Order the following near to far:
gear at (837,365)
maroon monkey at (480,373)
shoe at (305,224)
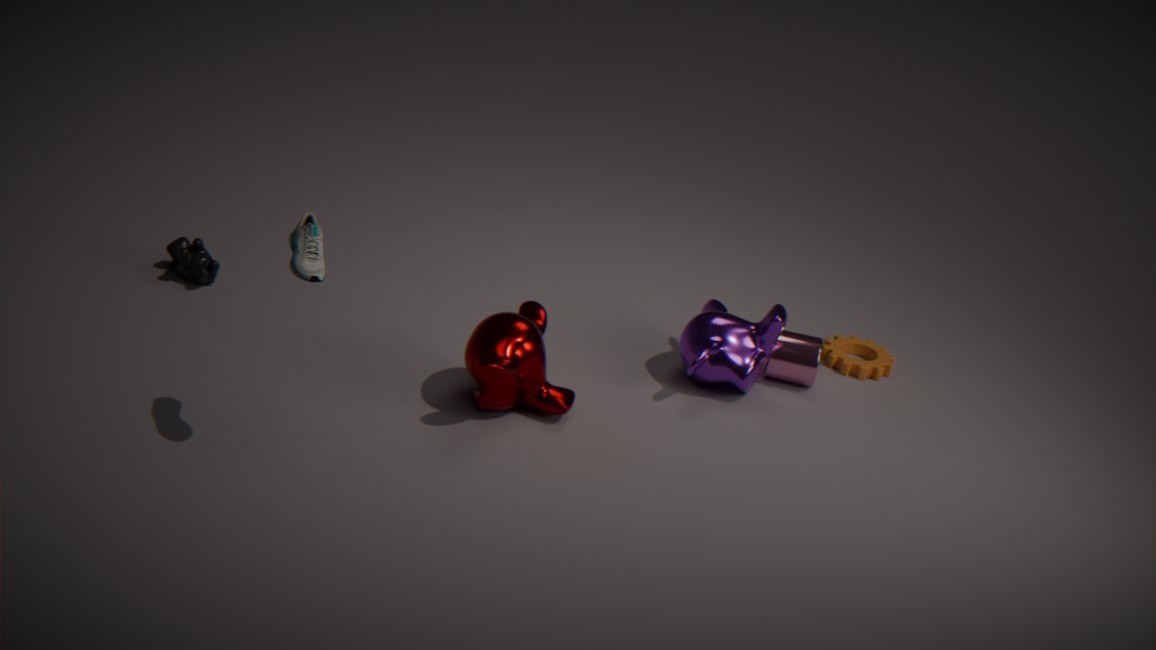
shoe at (305,224), maroon monkey at (480,373), gear at (837,365)
